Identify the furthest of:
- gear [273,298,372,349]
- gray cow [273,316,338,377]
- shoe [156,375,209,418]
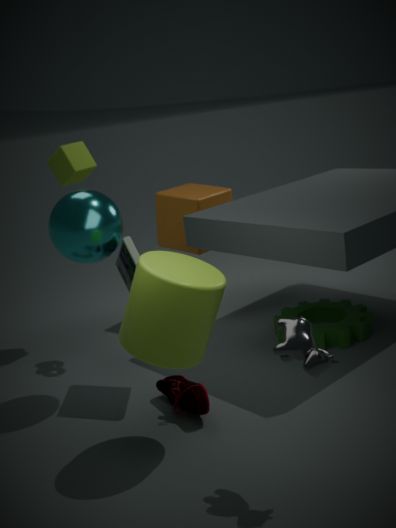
gear [273,298,372,349]
